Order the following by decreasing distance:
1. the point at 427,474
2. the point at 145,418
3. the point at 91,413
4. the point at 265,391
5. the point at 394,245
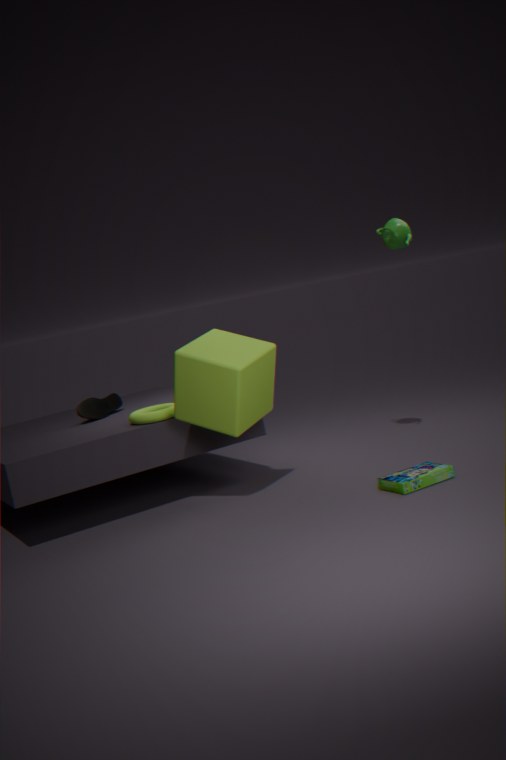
the point at 91,413 < the point at 394,245 < the point at 145,418 < the point at 265,391 < the point at 427,474
